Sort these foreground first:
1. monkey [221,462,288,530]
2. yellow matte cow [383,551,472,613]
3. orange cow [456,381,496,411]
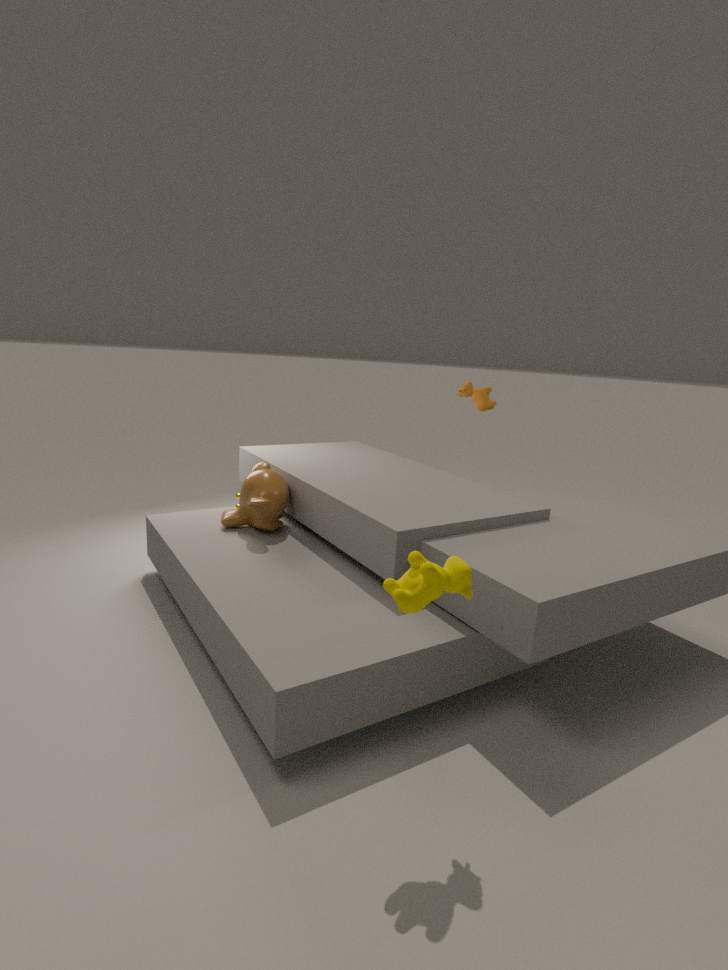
yellow matte cow [383,551,472,613], monkey [221,462,288,530], orange cow [456,381,496,411]
